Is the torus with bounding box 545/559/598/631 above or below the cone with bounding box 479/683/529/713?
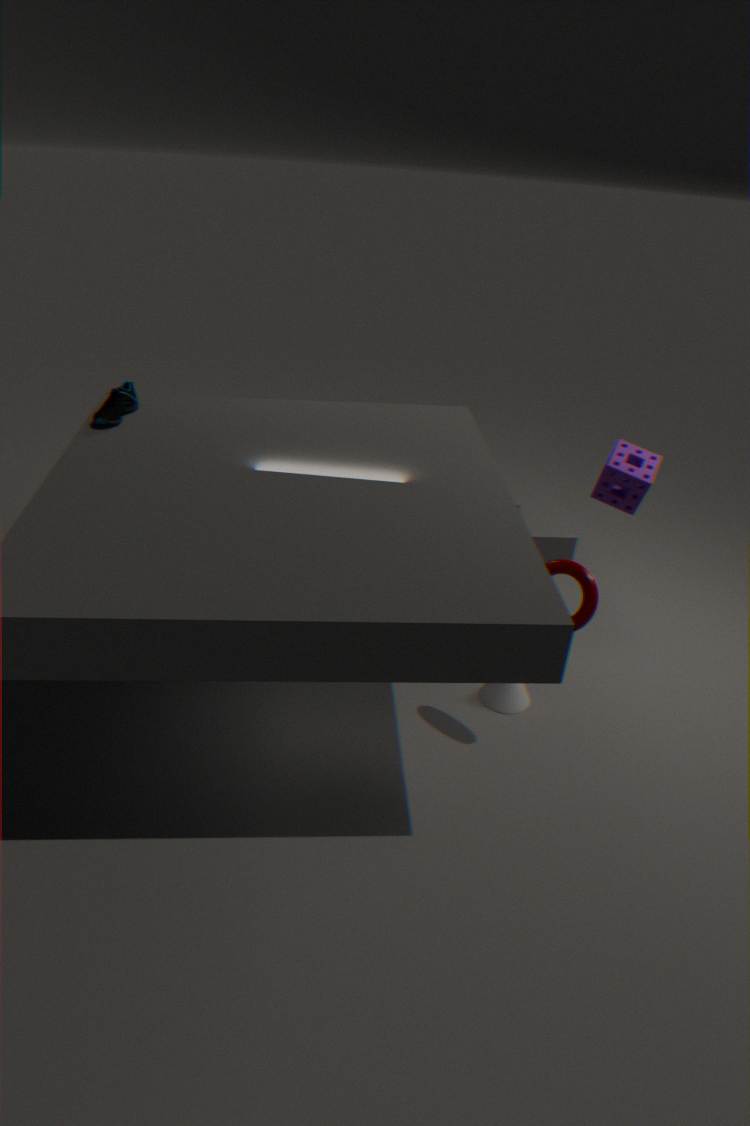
above
